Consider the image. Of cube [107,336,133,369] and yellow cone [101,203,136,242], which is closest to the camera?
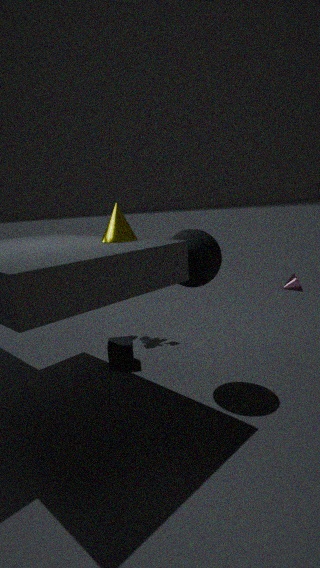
yellow cone [101,203,136,242]
